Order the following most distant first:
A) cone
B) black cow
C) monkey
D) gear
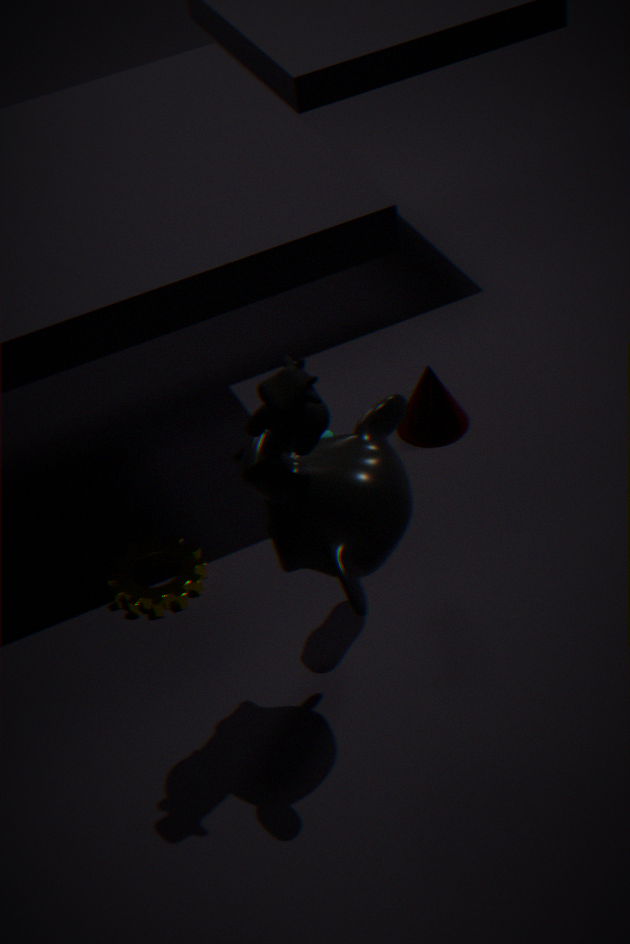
cone, gear, monkey, black cow
